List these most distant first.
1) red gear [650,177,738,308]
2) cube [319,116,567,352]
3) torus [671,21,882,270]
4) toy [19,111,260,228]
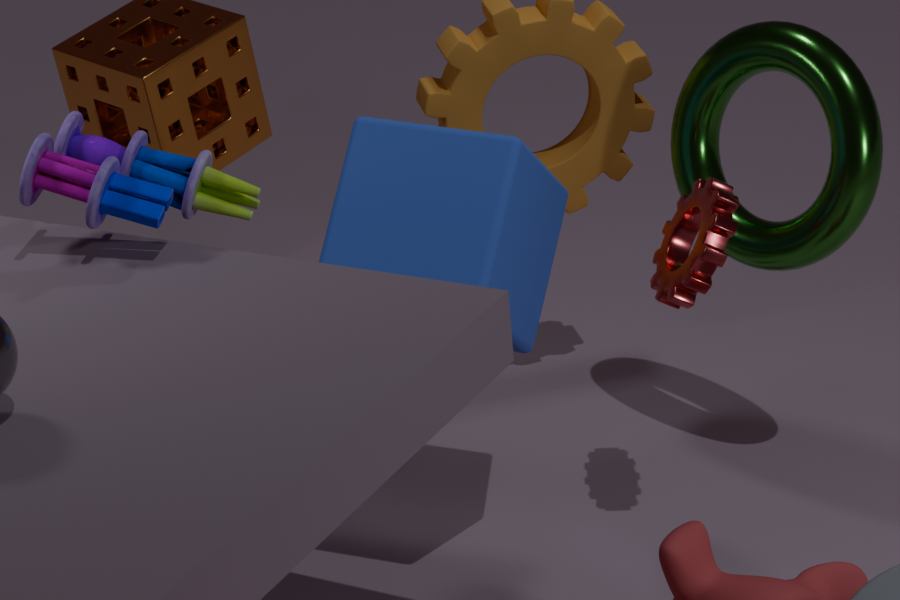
3. torus [671,21,882,270] → 1. red gear [650,177,738,308] → 2. cube [319,116,567,352] → 4. toy [19,111,260,228]
